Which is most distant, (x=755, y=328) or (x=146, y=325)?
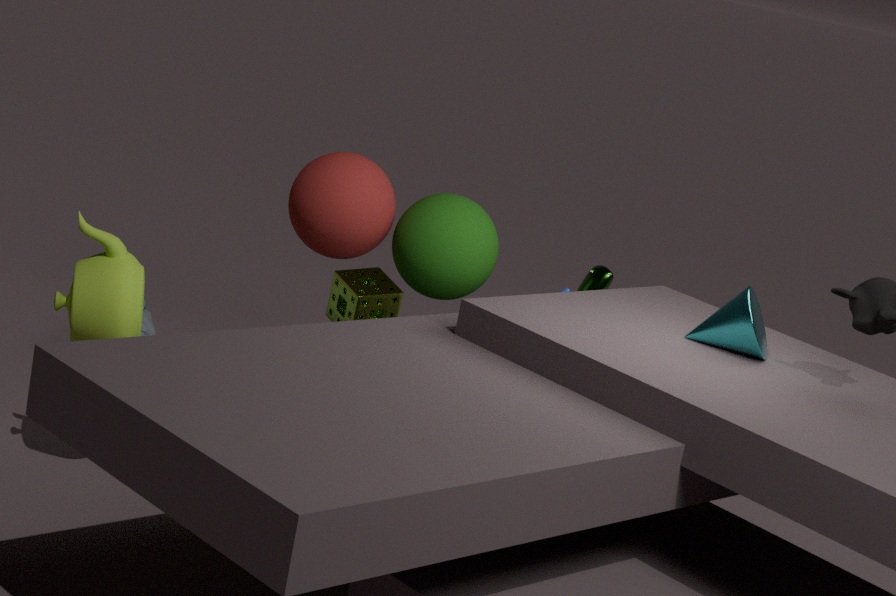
(x=146, y=325)
